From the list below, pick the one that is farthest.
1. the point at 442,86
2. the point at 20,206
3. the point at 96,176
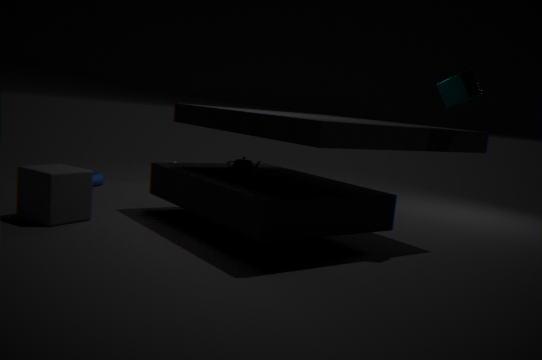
the point at 96,176
